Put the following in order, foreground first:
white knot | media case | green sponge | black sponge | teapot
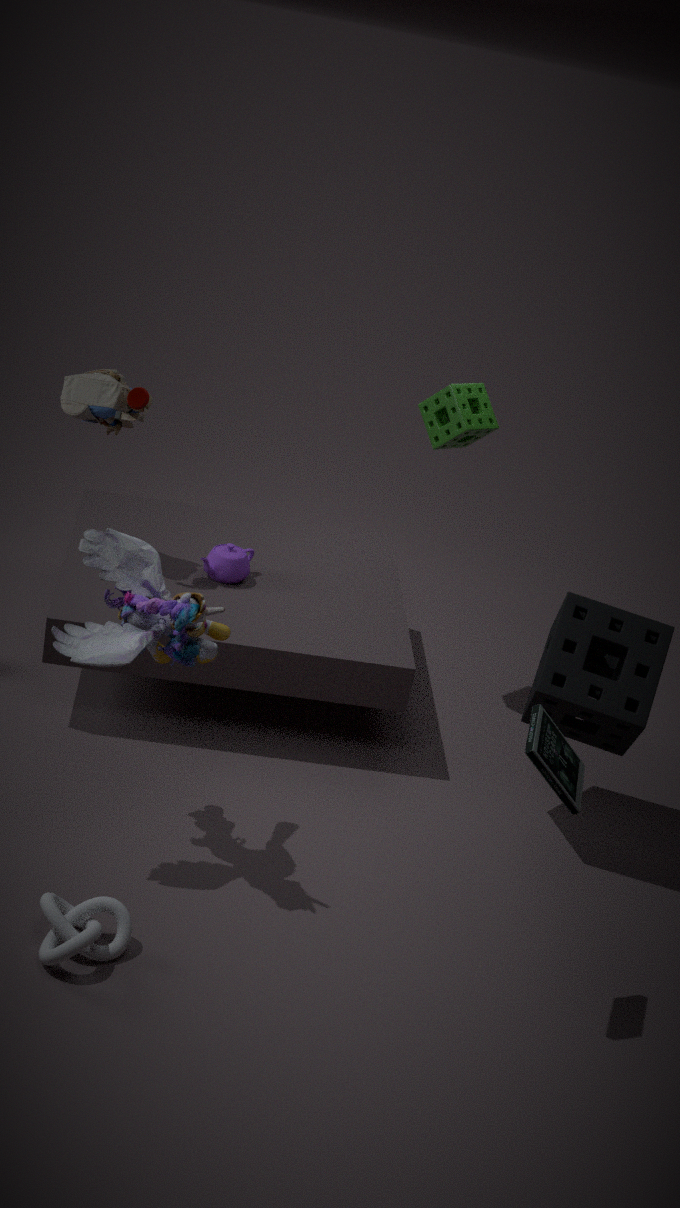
1. media case
2. white knot
3. black sponge
4. green sponge
5. teapot
